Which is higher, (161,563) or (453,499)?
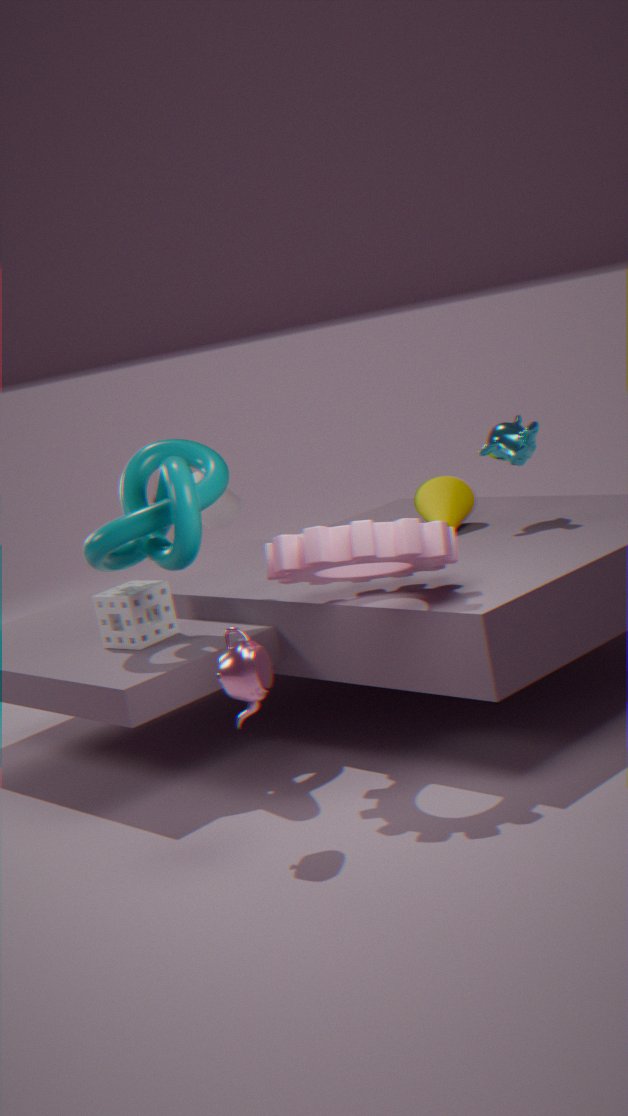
(161,563)
